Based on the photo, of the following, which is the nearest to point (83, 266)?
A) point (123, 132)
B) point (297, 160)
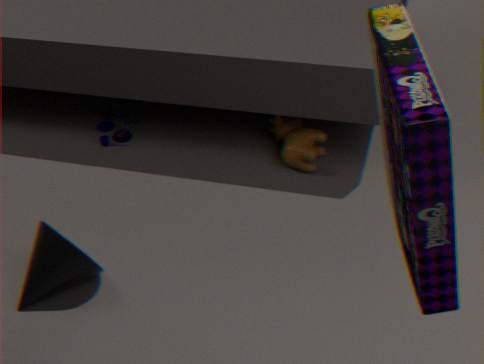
point (123, 132)
